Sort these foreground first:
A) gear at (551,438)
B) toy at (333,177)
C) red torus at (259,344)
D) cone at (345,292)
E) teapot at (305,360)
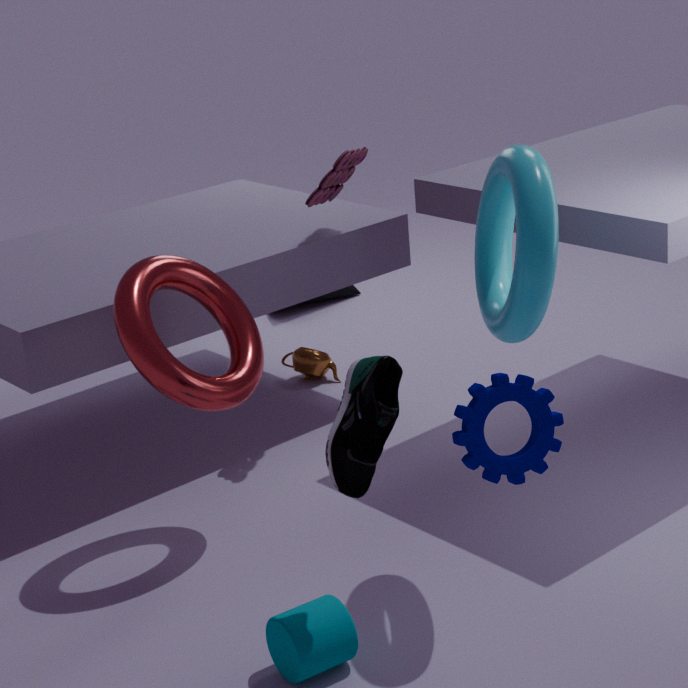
gear at (551,438) < red torus at (259,344) < toy at (333,177) < teapot at (305,360) < cone at (345,292)
